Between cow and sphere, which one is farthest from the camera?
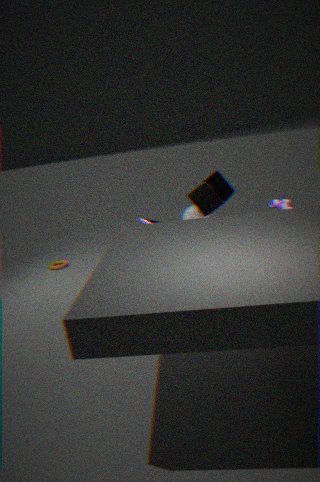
sphere
